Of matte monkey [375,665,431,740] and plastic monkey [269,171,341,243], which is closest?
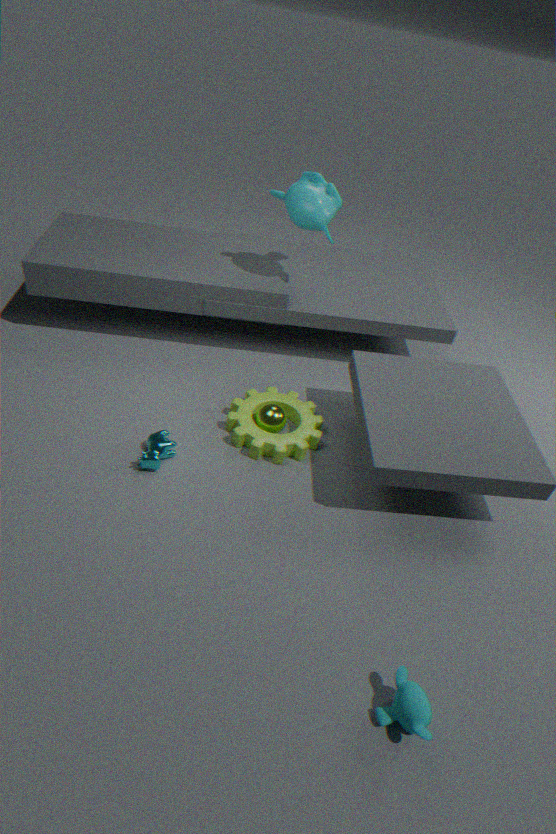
matte monkey [375,665,431,740]
